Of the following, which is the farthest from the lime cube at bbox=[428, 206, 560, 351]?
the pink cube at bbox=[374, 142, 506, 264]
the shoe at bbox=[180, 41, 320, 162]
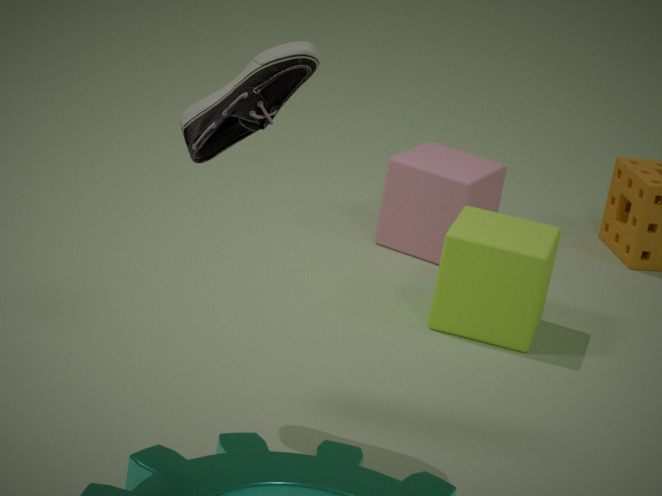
the shoe at bbox=[180, 41, 320, 162]
